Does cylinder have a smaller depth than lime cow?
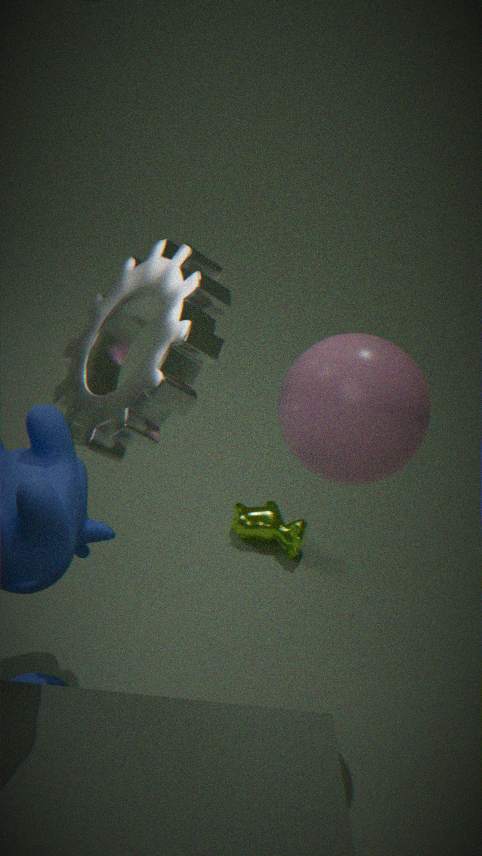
Yes
